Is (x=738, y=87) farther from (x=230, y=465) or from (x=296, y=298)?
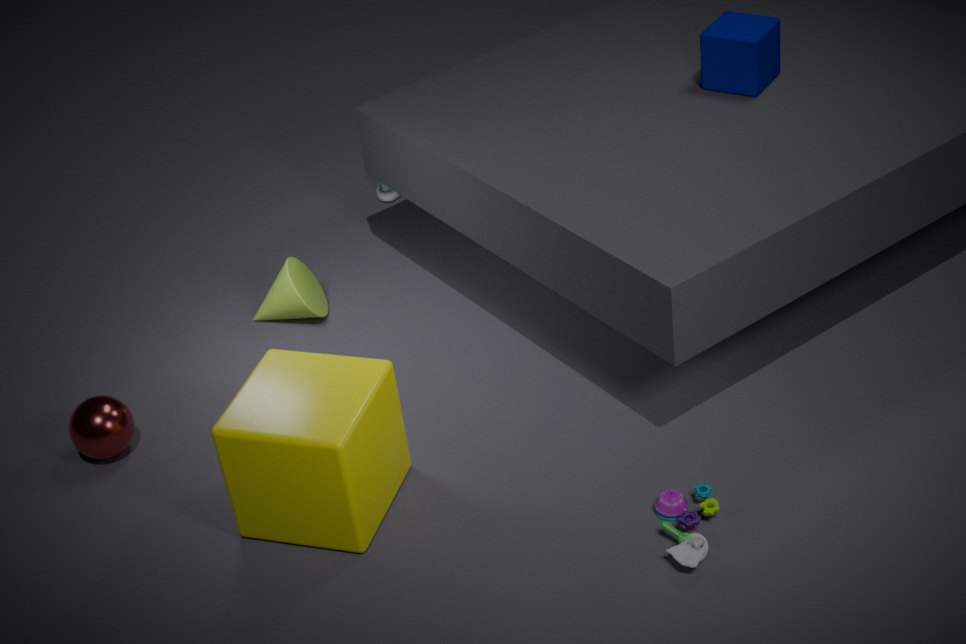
(x=230, y=465)
